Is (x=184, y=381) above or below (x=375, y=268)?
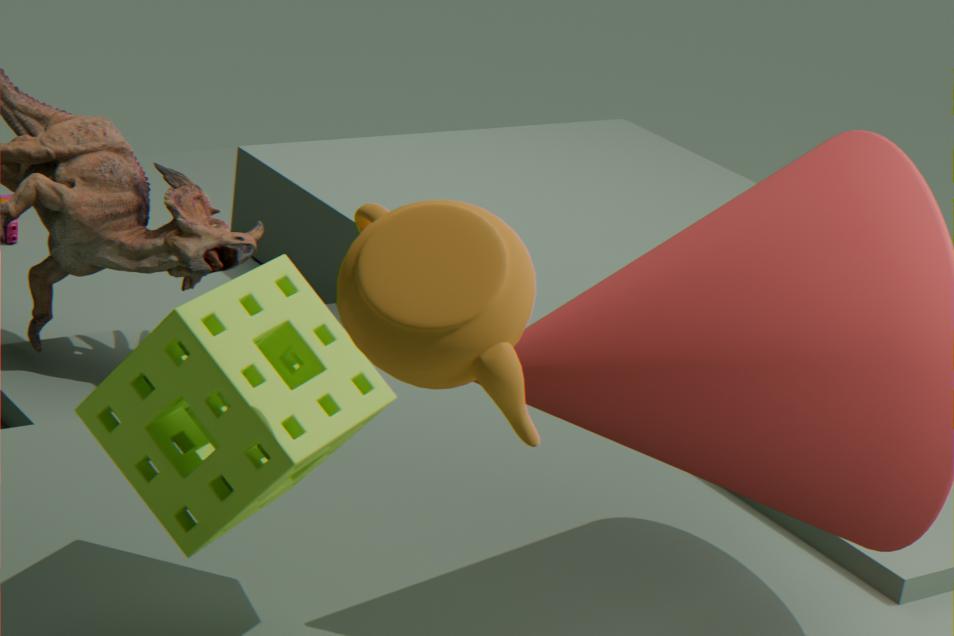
below
